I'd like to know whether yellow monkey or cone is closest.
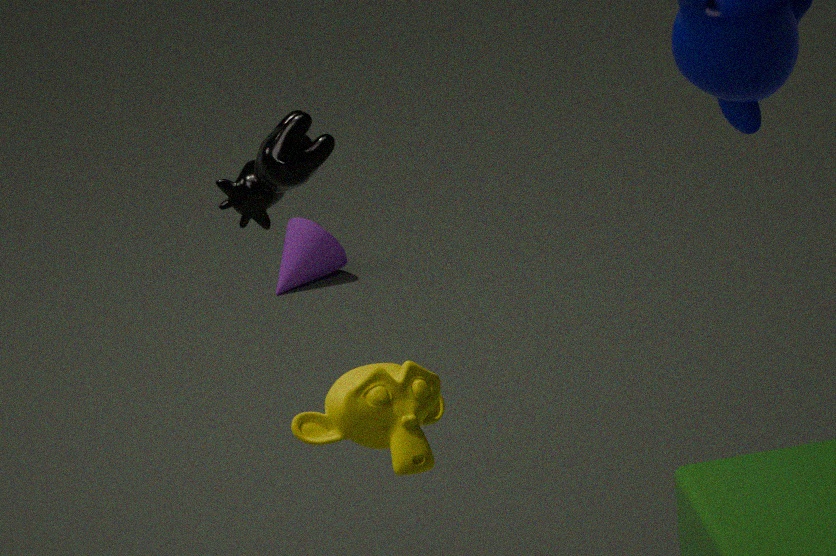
yellow monkey
